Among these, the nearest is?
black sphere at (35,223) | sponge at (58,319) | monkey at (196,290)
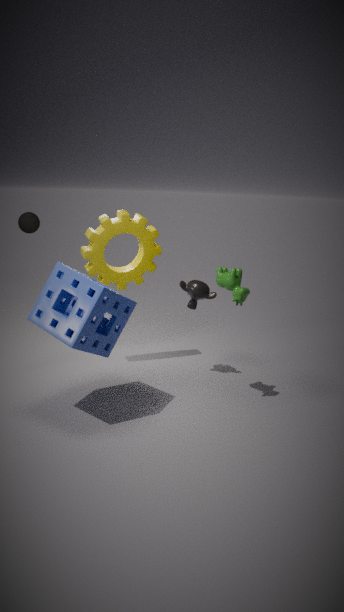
sponge at (58,319)
